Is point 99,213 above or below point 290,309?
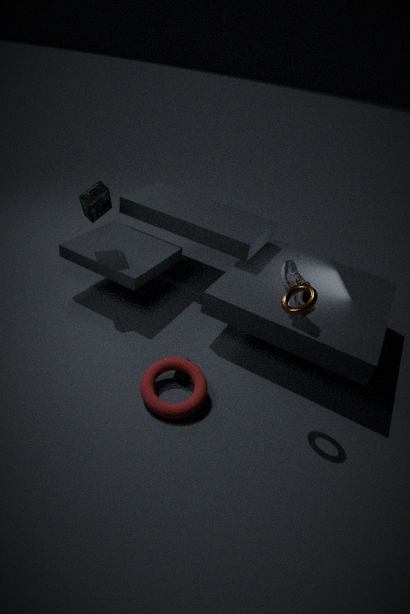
below
